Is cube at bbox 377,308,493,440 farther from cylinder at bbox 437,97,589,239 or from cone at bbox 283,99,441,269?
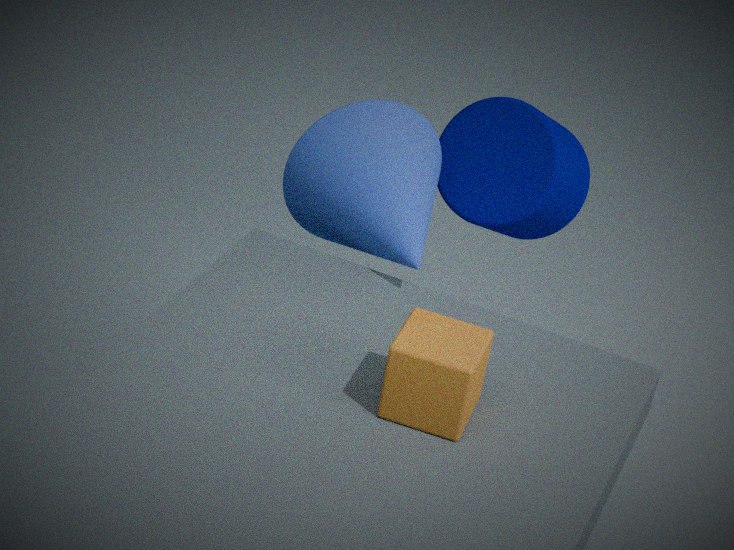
cylinder at bbox 437,97,589,239
